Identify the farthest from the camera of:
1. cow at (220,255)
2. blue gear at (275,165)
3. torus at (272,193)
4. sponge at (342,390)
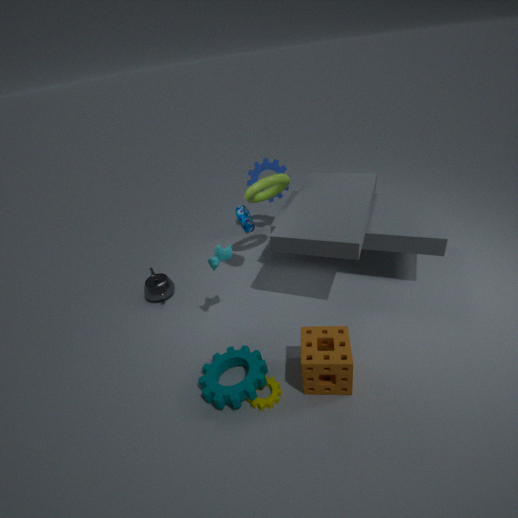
blue gear at (275,165)
